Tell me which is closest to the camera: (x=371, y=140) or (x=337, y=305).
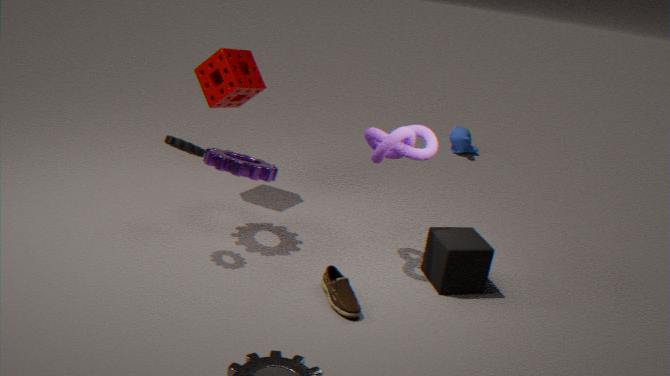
(x=337, y=305)
